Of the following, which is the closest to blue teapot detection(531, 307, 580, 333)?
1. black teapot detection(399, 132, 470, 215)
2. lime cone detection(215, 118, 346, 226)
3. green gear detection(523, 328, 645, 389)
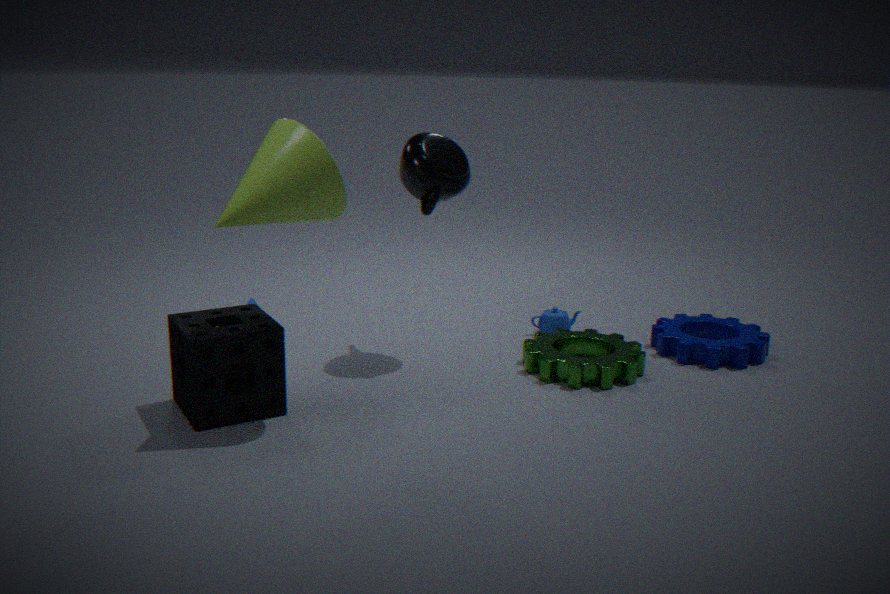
green gear detection(523, 328, 645, 389)
